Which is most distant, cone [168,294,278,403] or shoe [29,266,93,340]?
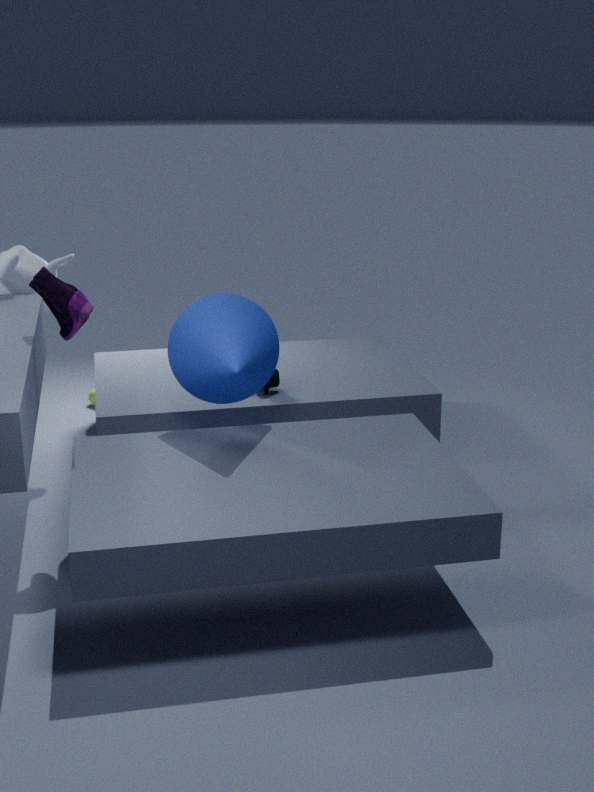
cone [168,294,278,403]
